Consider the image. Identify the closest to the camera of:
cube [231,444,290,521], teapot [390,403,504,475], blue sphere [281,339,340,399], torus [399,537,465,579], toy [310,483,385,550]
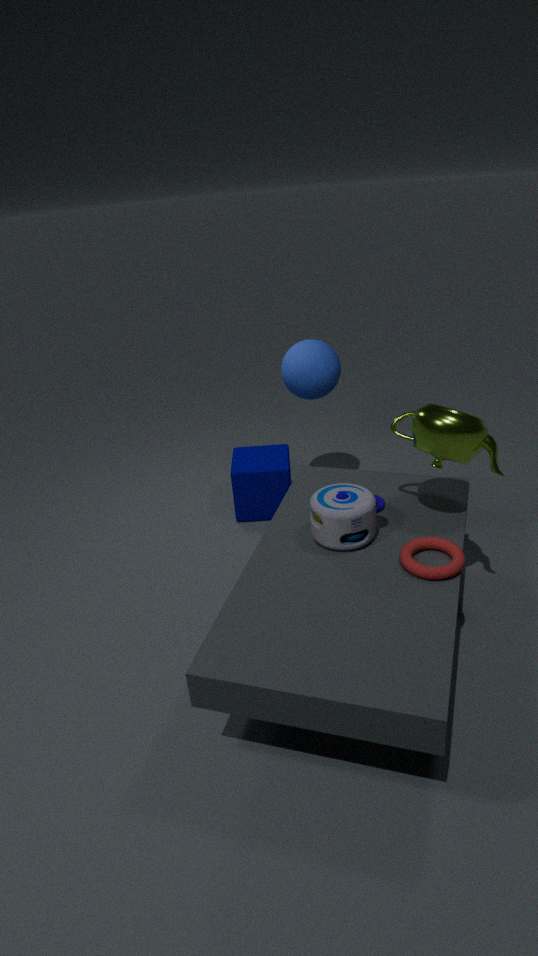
torus [399,537,465,579]
